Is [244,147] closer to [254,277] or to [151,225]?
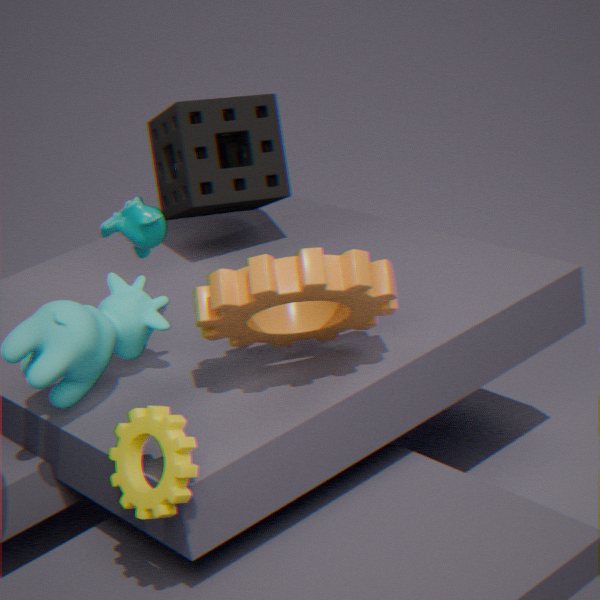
[151,225]
